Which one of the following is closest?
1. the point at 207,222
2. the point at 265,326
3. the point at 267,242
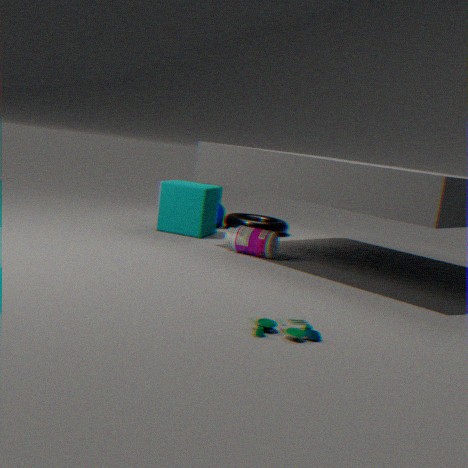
the point at 265,326
